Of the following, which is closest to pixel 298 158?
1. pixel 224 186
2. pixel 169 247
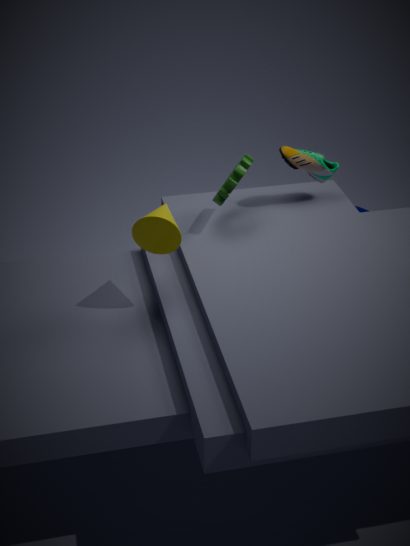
pixel 224 186
